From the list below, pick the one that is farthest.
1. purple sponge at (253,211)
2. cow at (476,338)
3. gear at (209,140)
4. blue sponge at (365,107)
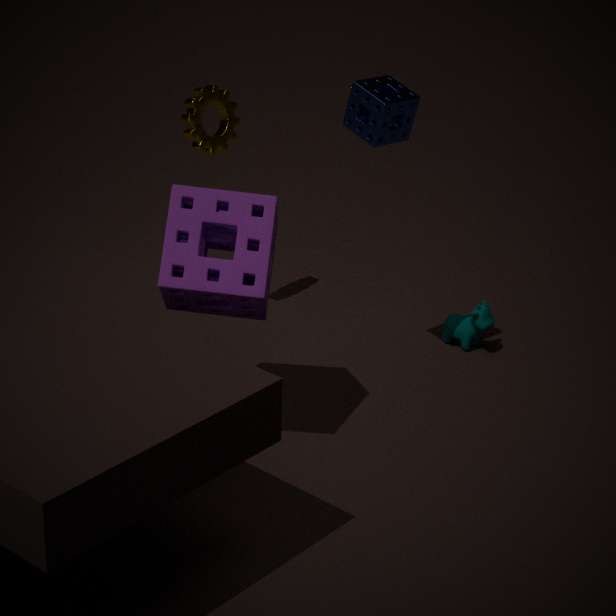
cow at (476,338)
